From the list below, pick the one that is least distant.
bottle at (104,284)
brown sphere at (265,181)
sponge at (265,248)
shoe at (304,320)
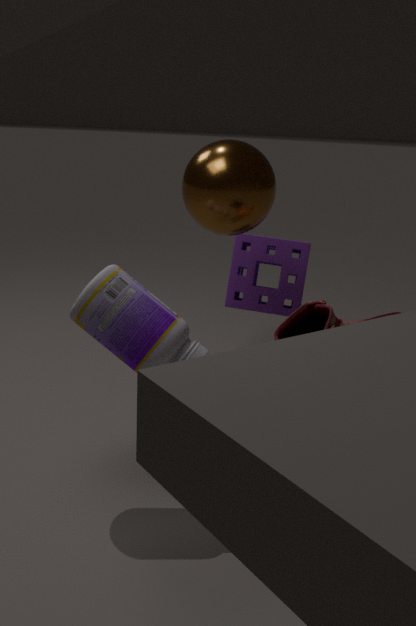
bottle at (104,284)
